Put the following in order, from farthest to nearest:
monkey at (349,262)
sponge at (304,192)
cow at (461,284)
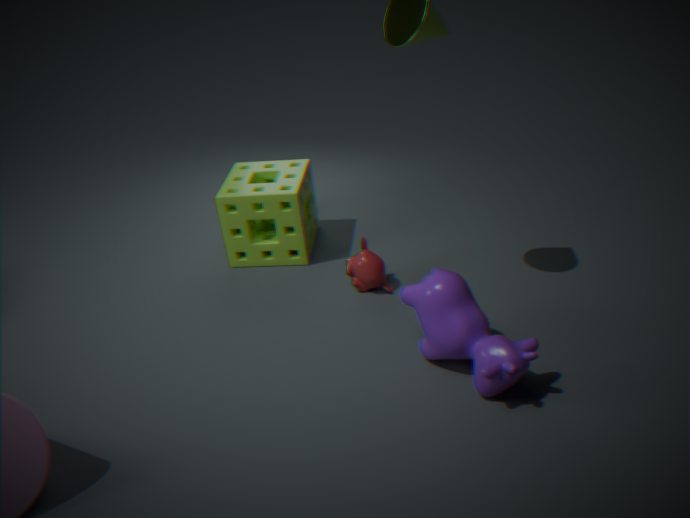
1. sponge at (304,192)
2. monkey at (349,262)
3. cow at (461,284)
